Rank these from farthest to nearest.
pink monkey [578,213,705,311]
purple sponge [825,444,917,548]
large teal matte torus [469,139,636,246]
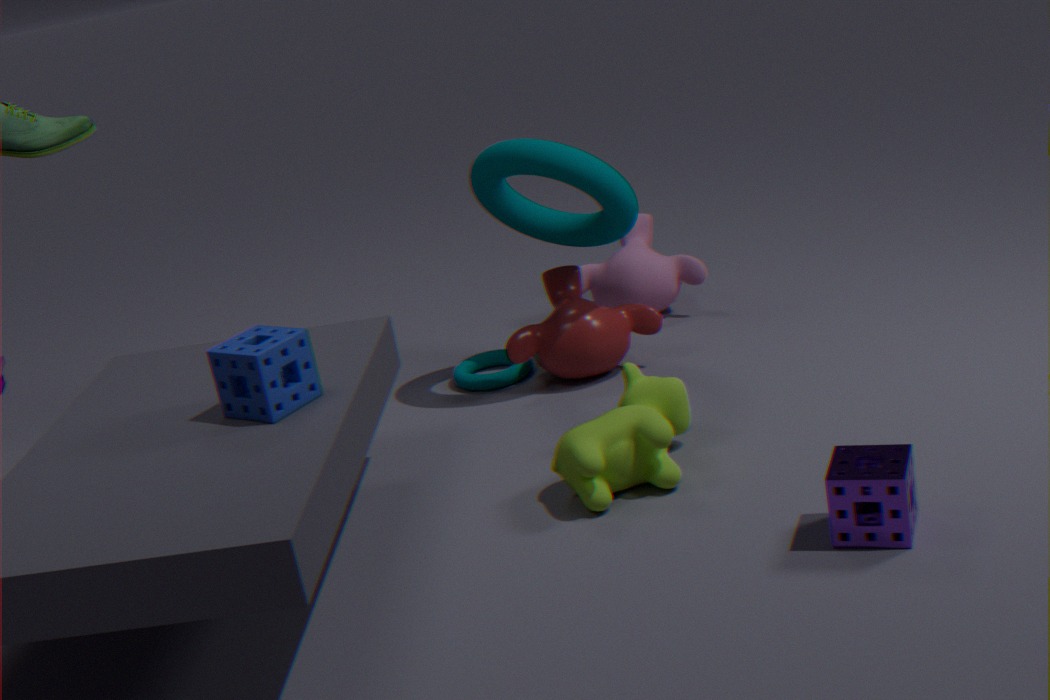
1. pink monkey [578,213,705,311]
2. large teal matte torus [469,139,636,246]
3. purple sponge [825,444,917,548]
